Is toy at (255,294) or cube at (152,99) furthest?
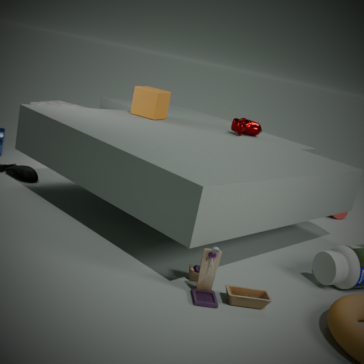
cube at (152,99)
